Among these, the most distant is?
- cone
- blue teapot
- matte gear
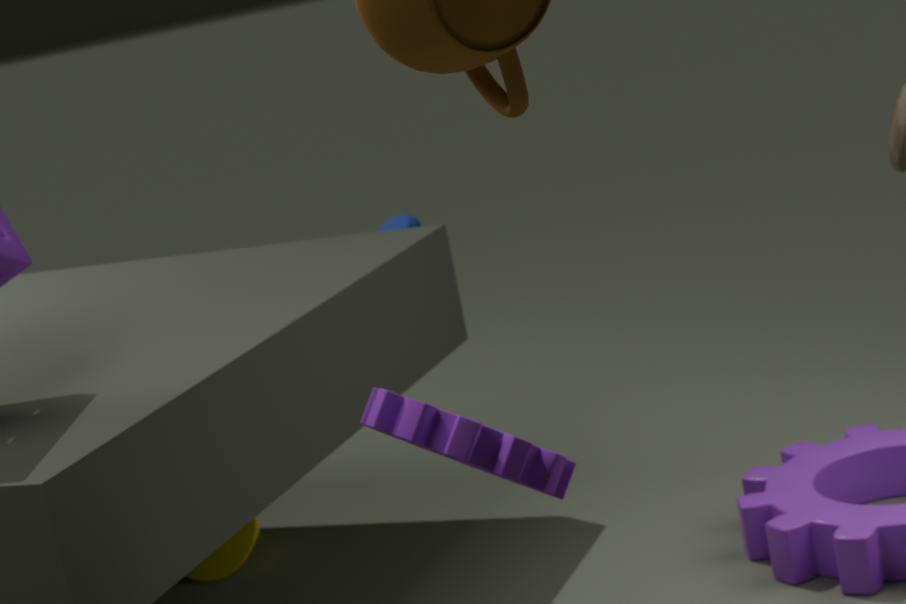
blue teapot
